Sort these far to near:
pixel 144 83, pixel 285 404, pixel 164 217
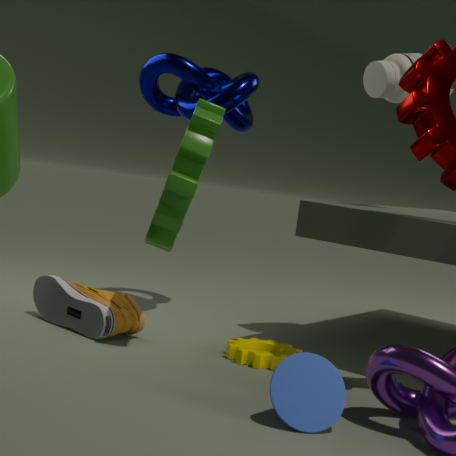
pixel 144 83, pixel 164 217, pixel 285 404
